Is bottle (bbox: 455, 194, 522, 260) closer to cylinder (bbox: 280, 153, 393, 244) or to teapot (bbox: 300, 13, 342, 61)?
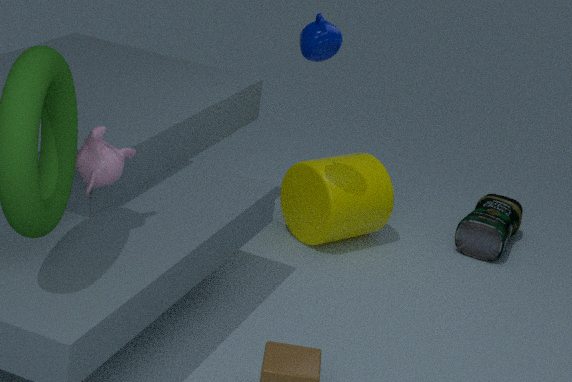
cylinder (bbox: 280, 153, 393, 244)
